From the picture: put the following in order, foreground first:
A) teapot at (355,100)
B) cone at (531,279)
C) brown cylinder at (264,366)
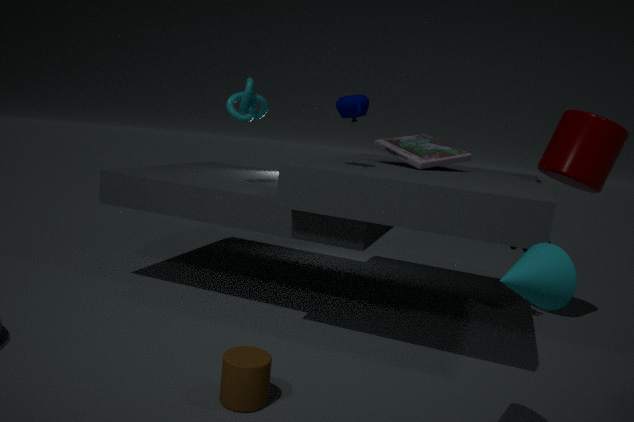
cone at (531,279) → brown cylinder at (264,366) → teapot at (355,100)
